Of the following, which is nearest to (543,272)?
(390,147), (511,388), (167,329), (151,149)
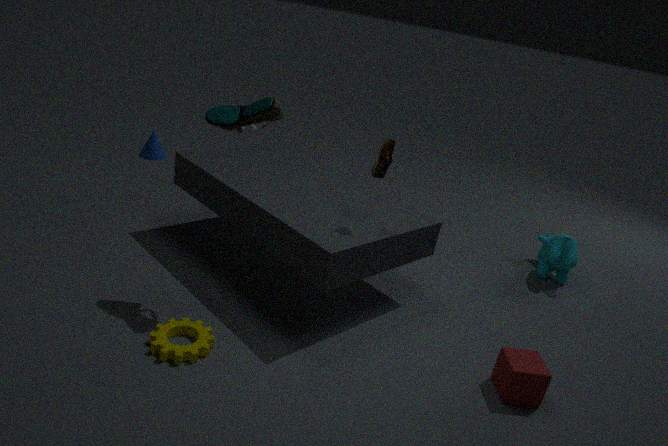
(511,388)
